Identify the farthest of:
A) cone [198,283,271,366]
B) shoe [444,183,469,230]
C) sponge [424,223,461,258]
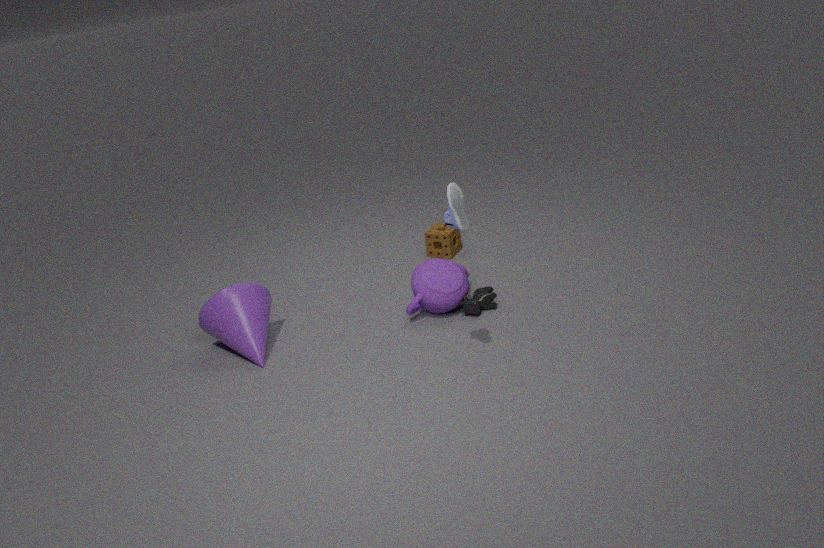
sponge [424,223,461,258]
